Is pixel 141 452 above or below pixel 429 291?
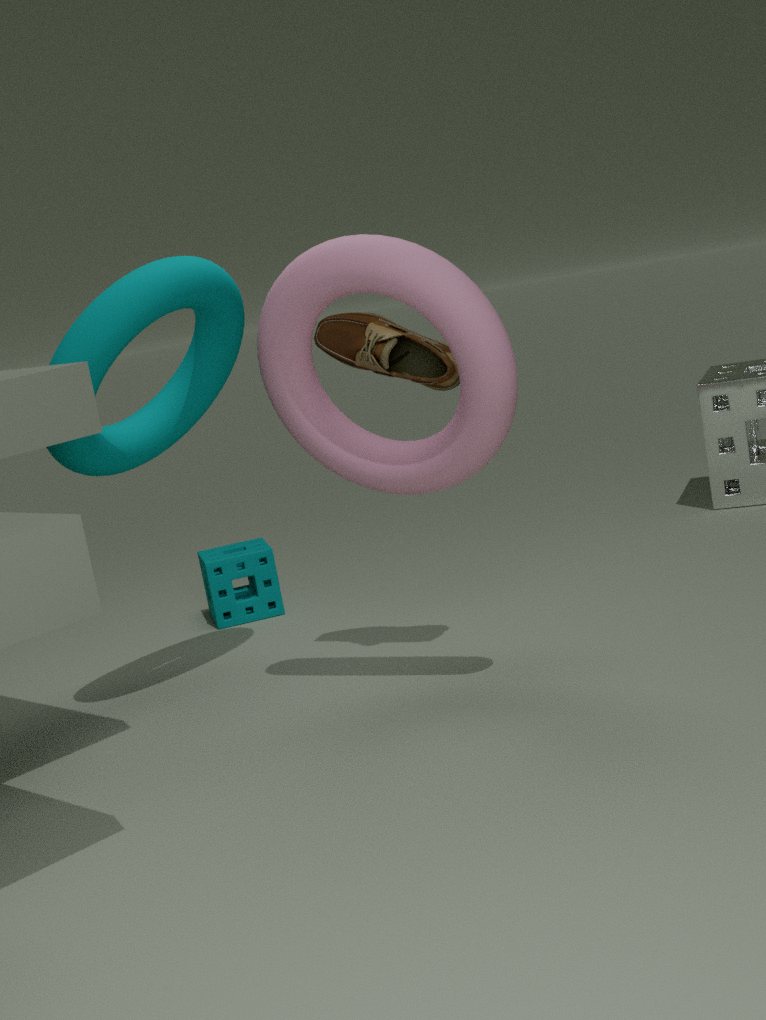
above
